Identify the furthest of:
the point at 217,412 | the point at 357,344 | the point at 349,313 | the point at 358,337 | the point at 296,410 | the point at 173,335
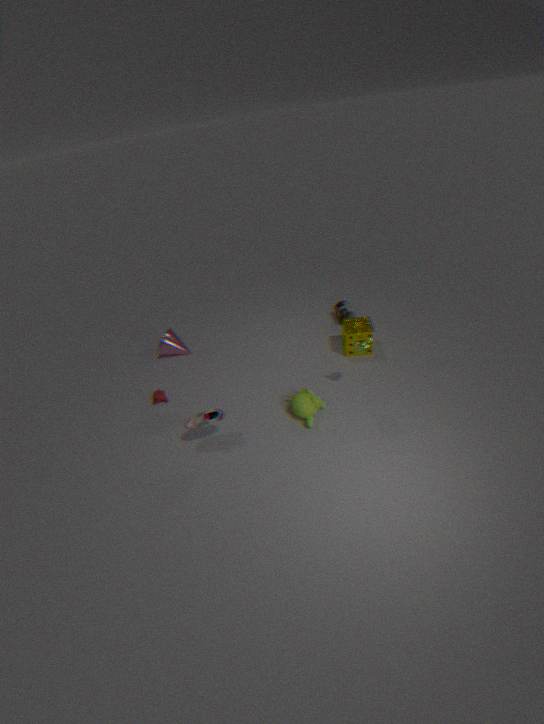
the point at 349,313
